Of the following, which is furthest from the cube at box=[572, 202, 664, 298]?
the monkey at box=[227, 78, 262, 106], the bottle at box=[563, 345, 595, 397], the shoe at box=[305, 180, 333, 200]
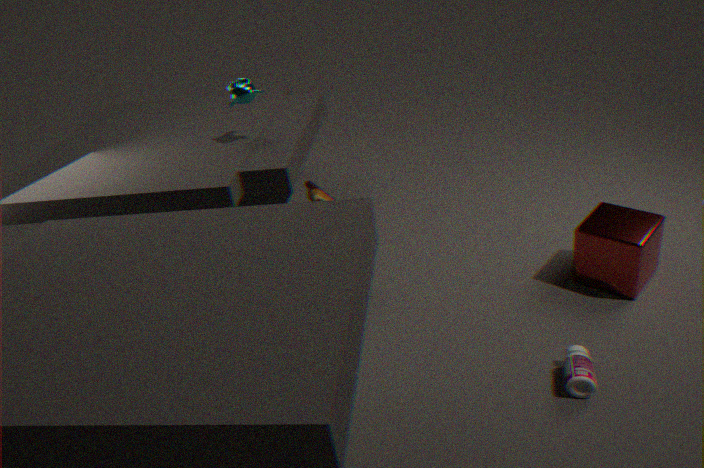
the monkey at box=[227, 78, 262, 106]
